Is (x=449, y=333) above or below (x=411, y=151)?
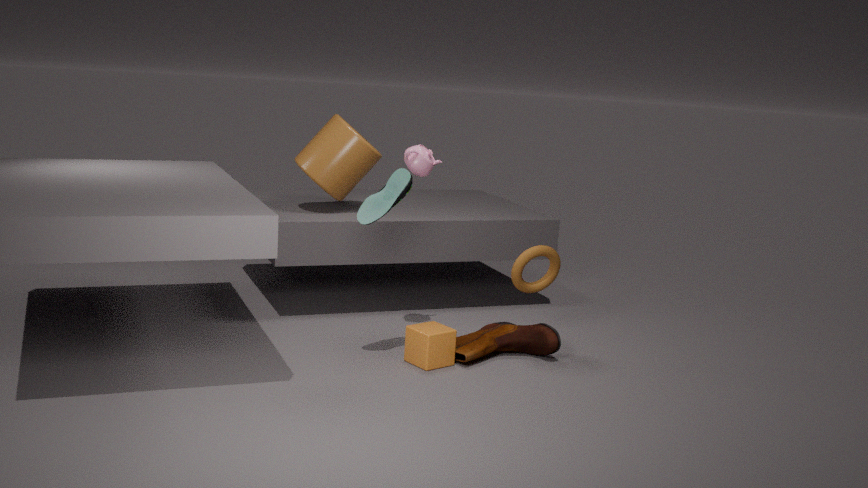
below
